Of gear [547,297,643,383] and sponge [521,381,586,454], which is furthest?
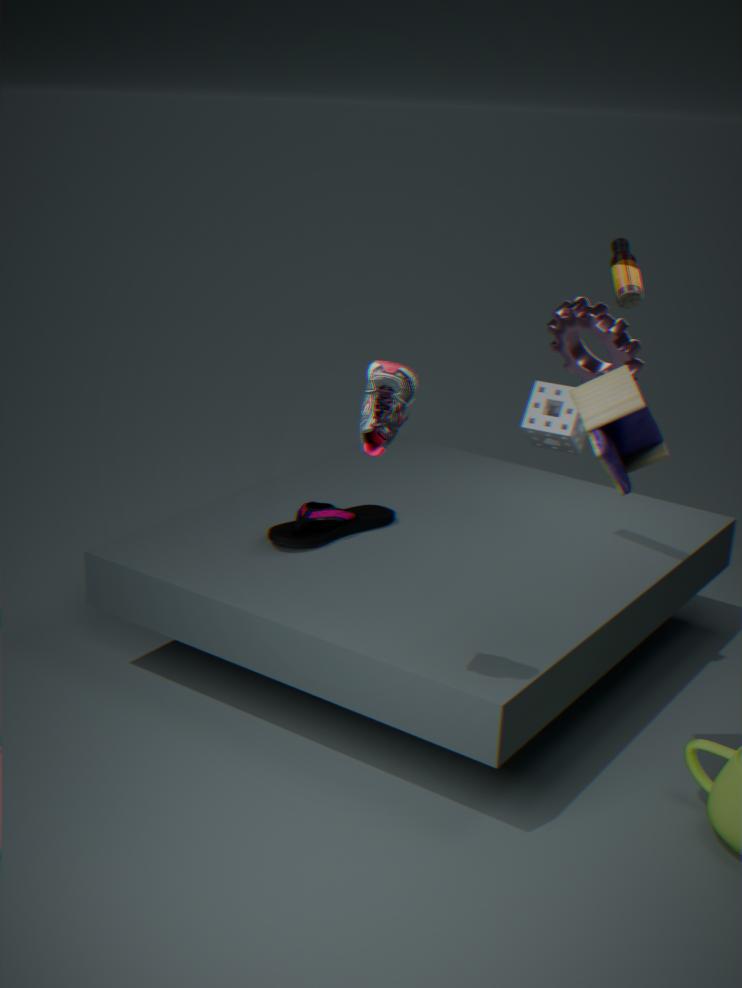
sponge [521,381,586,454]
